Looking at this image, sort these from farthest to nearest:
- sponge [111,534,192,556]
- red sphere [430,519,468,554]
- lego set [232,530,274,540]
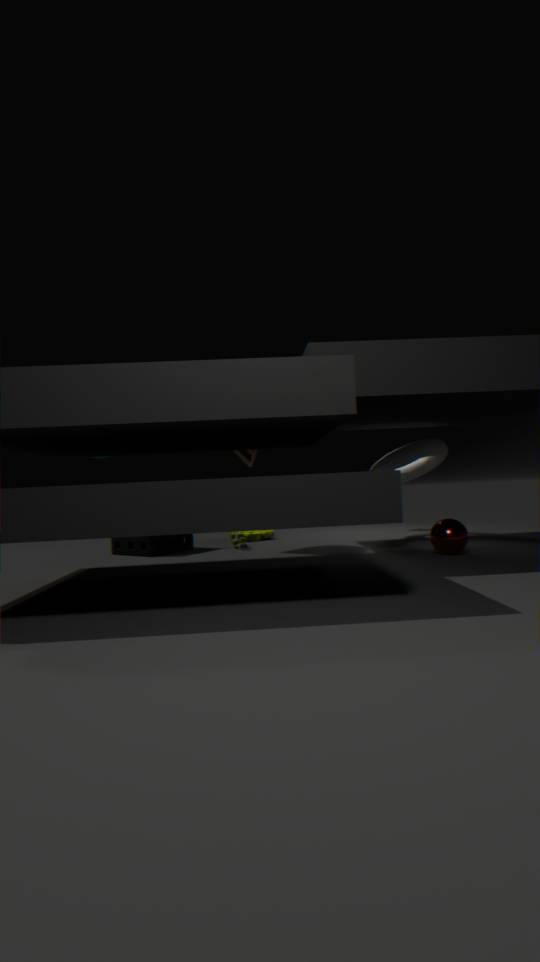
1. lego set [232,530,274,540]
2. sponge [111,534,192,556]
3. red sphere [430,519,468,554]
